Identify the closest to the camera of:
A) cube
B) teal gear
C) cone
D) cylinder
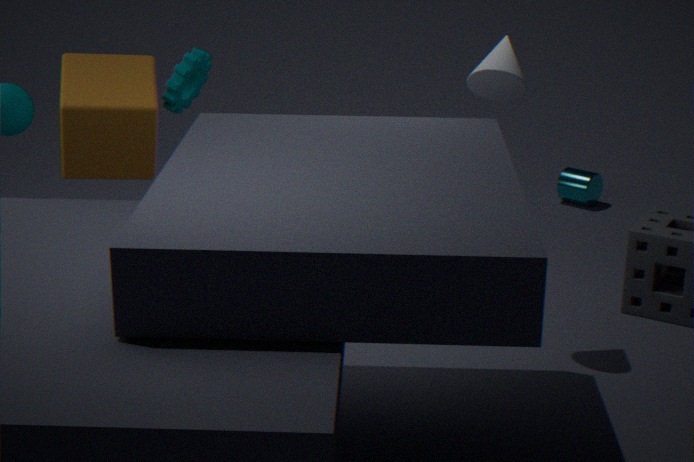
cone
